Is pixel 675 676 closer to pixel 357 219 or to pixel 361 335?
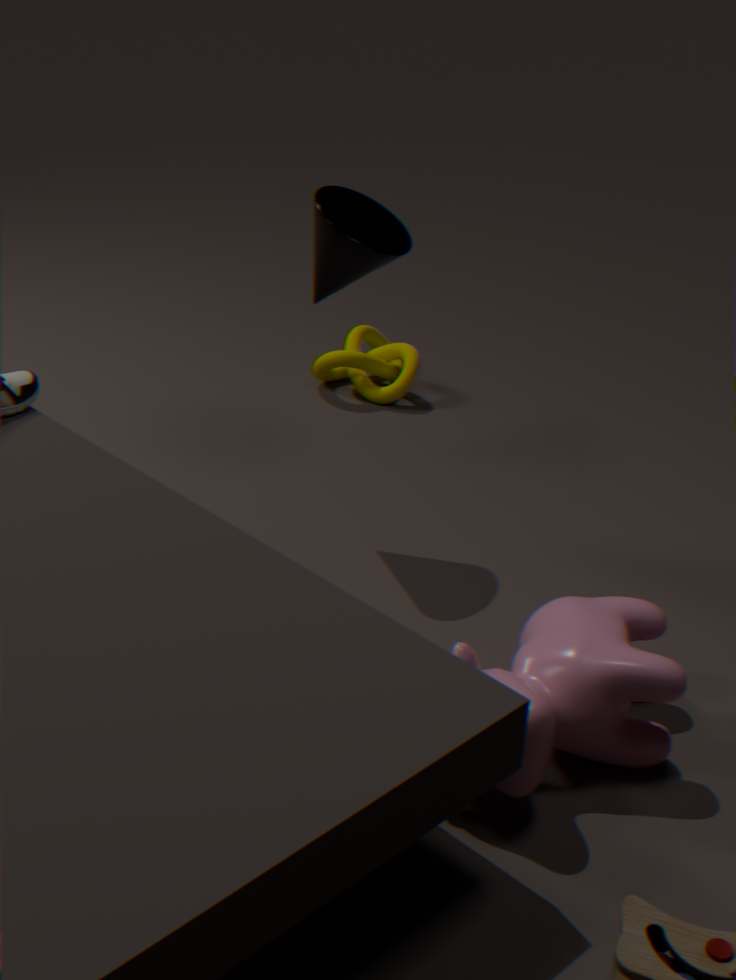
pixel 357 219
